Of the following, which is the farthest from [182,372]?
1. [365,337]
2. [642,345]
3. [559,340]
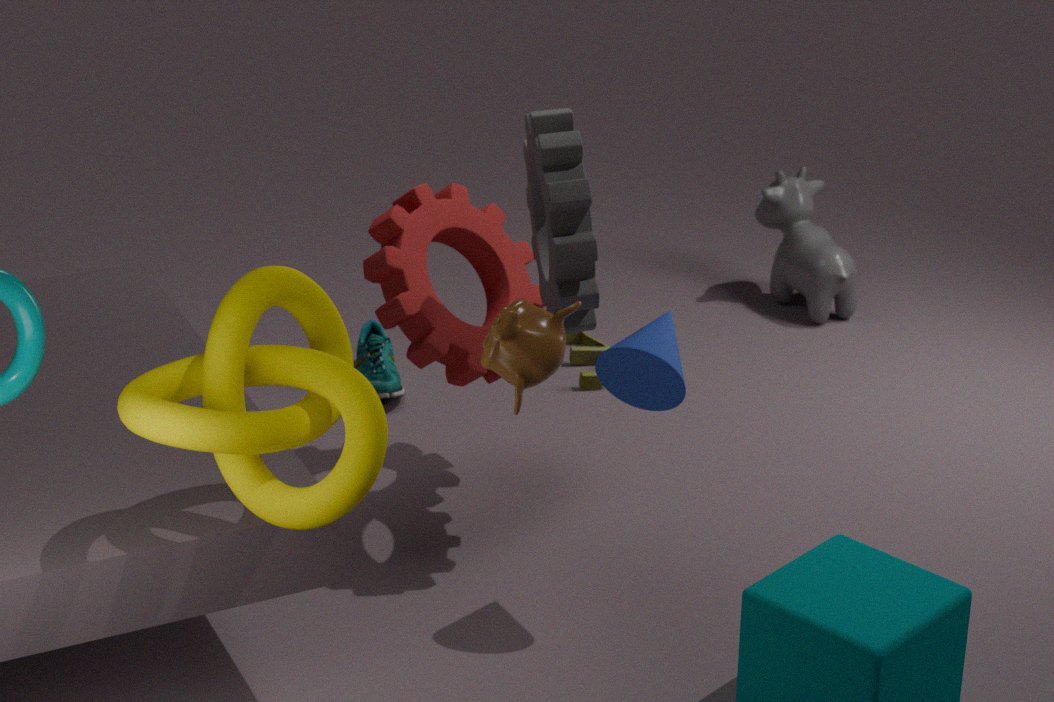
[365,337]
